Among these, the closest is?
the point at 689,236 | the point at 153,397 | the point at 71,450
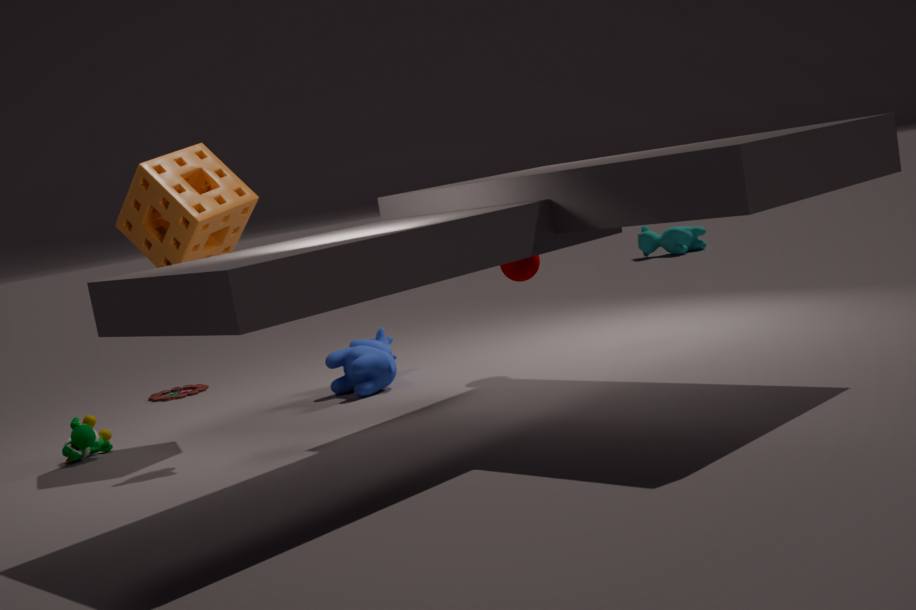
the point at 71,450
